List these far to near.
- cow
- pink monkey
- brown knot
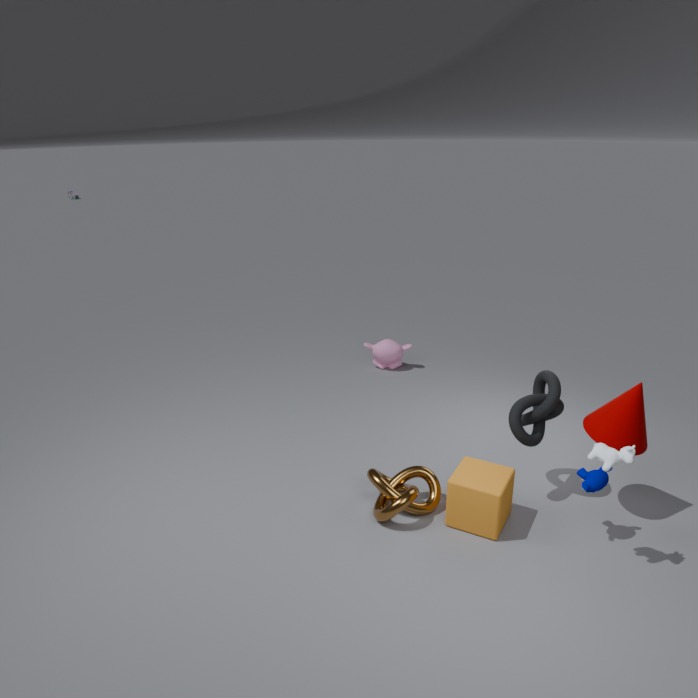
pink monkey < brown knot < cow
